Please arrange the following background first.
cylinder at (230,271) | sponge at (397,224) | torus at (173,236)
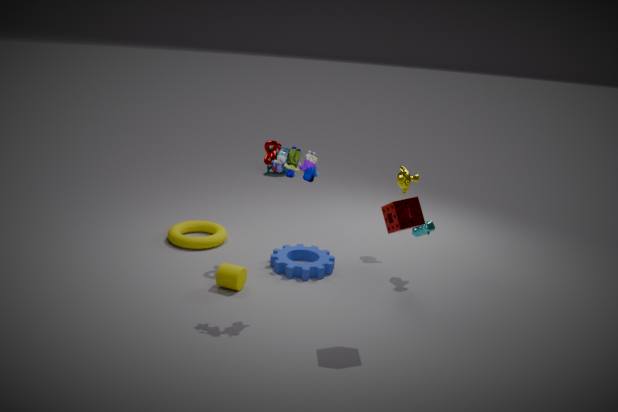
torus at (173,236) < cylinder at (230,271) < sponge at (397,224)
